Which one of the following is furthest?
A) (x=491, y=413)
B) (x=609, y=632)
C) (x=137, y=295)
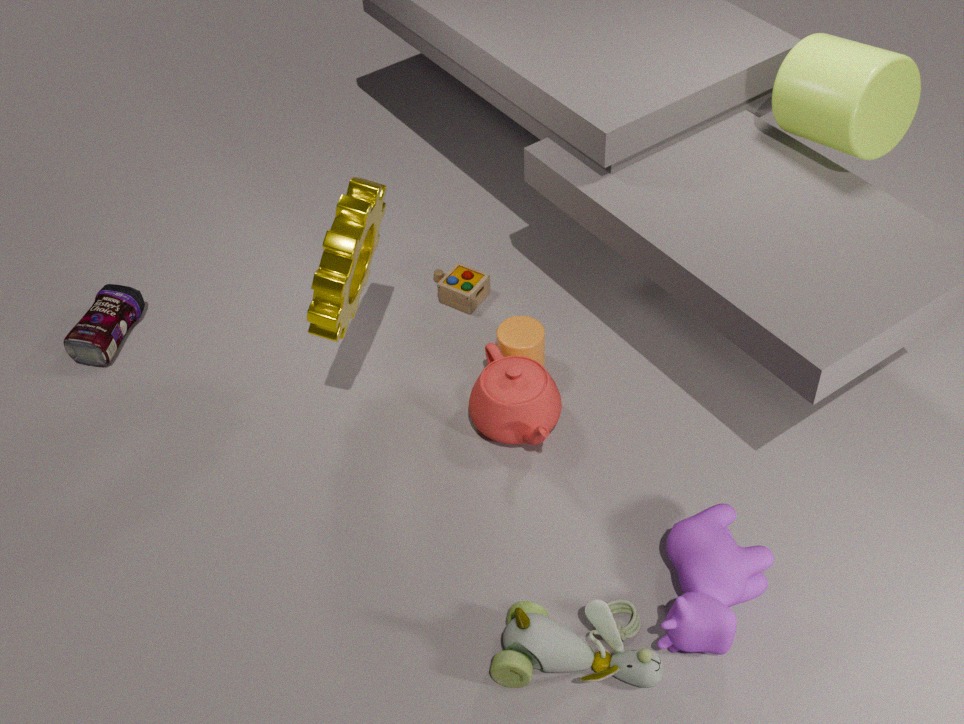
(x=137, y=295)
